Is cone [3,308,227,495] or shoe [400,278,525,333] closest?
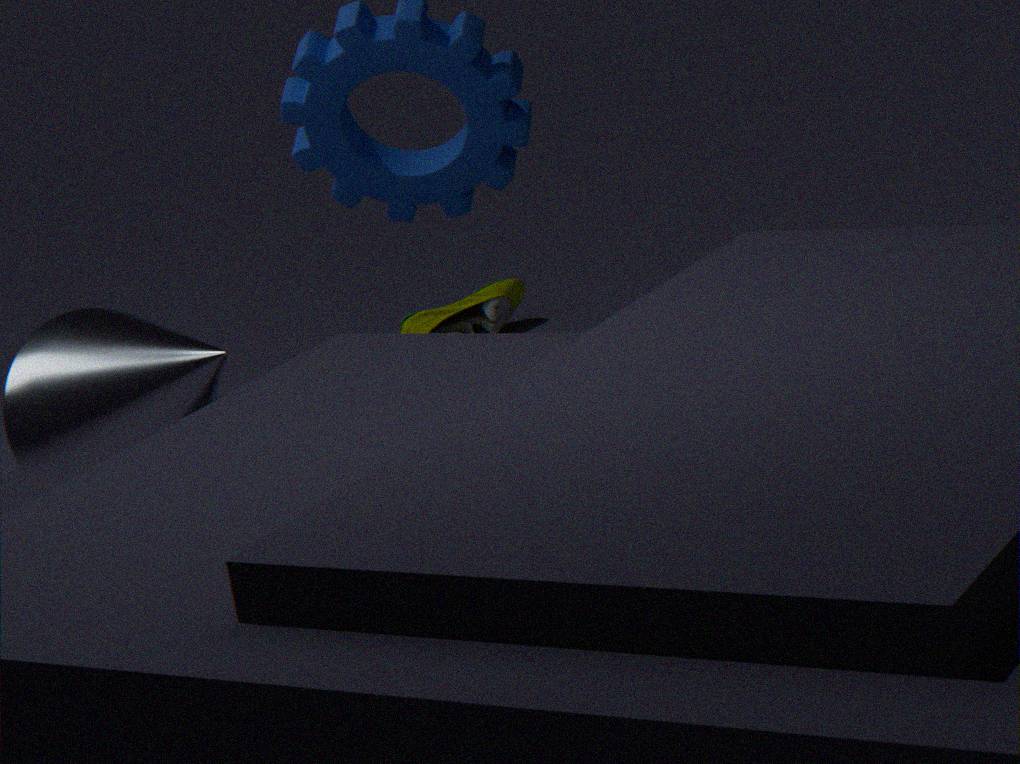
cone [3,308,227,495]
